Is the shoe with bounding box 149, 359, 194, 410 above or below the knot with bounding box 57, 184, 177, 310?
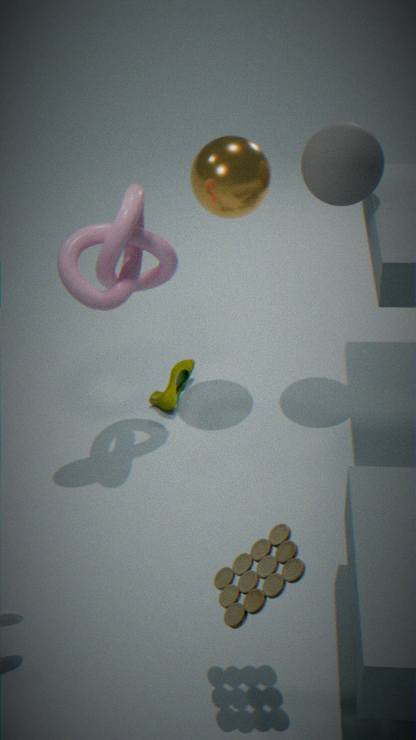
below
